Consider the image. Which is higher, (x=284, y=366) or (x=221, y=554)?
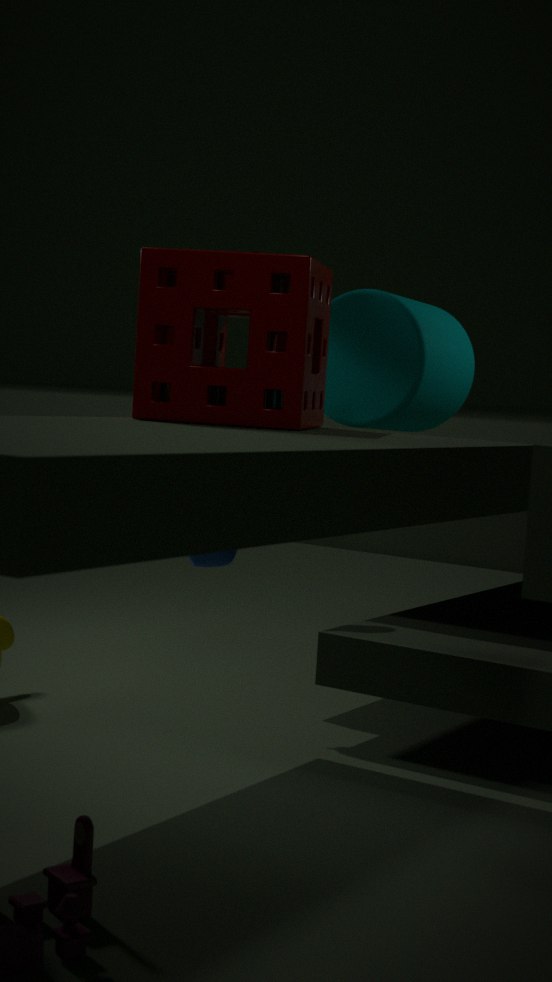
(x=284, y=366)
